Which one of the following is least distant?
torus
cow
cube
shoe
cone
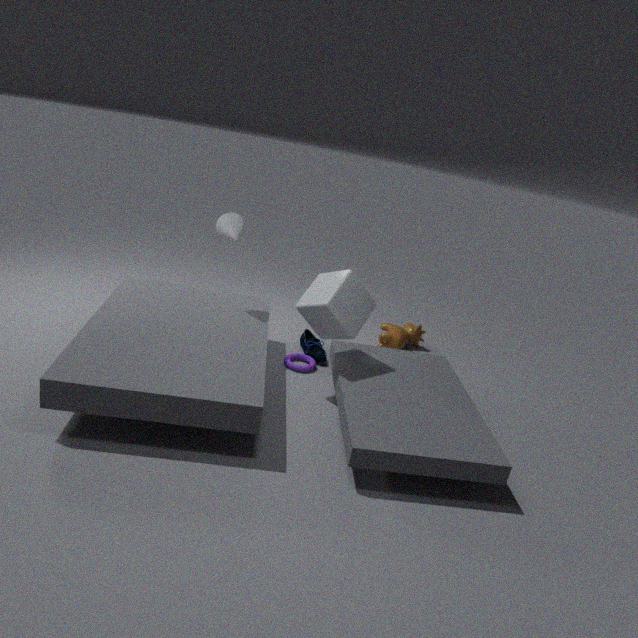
cube
